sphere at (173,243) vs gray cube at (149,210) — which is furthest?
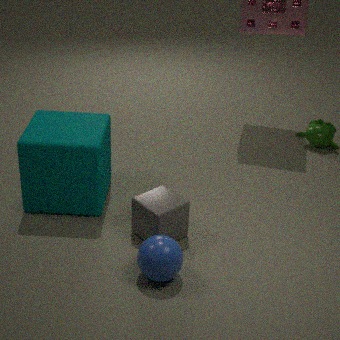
gray cube at (149,210)
